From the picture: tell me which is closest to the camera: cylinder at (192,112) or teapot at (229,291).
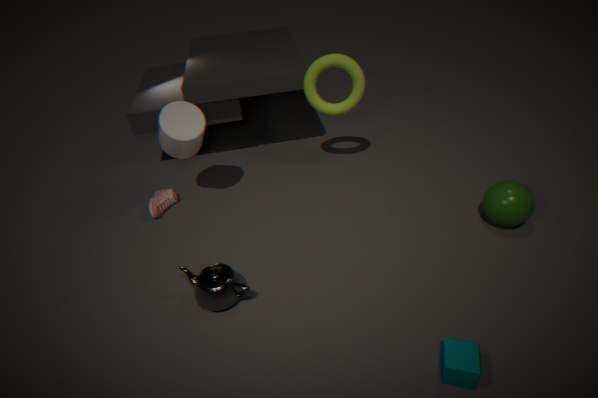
teapot at (229,291)
